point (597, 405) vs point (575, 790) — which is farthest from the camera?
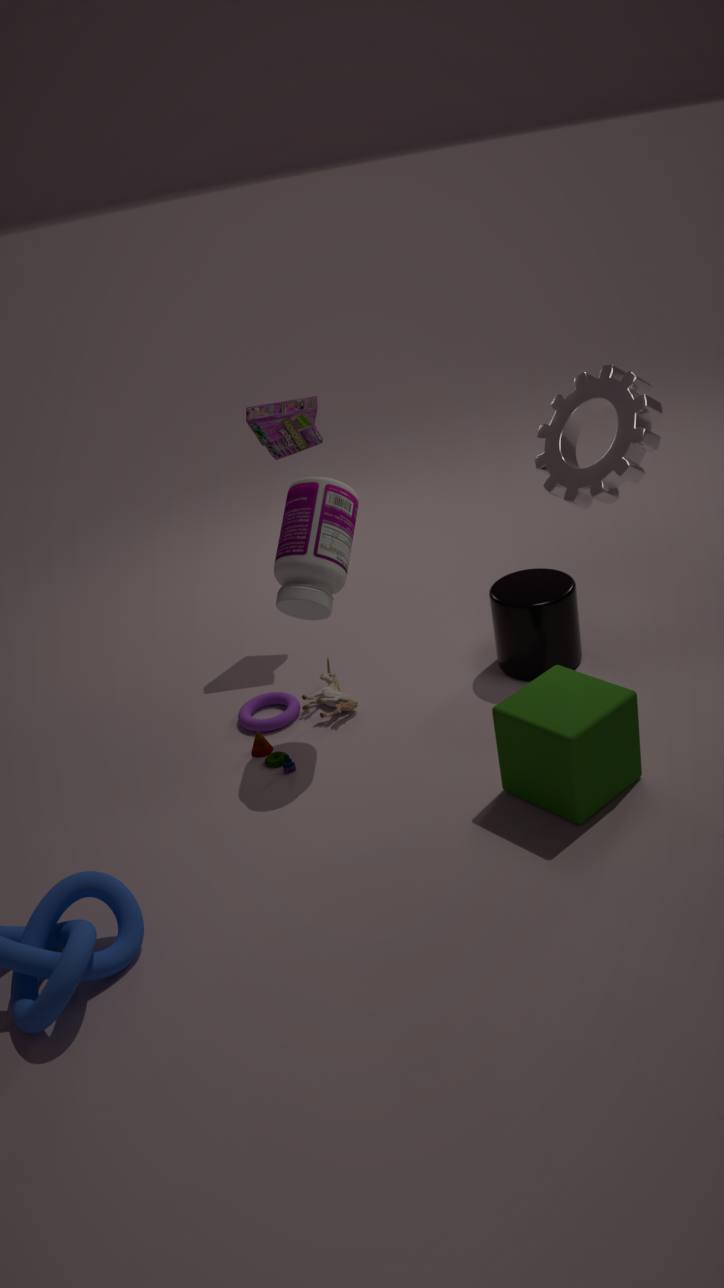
point (597, 405)
